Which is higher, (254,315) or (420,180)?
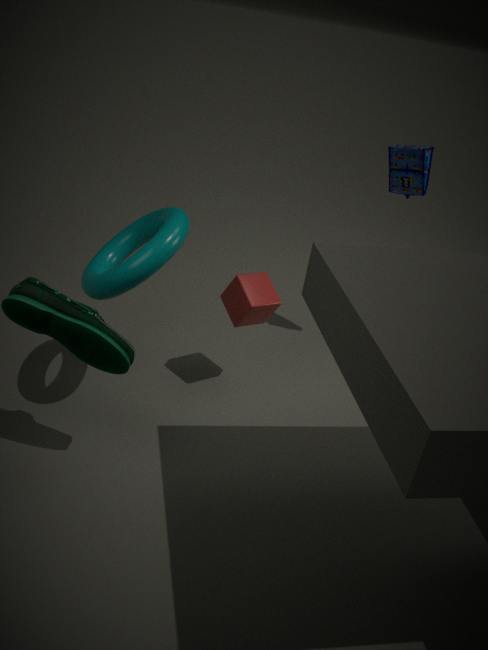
(420,180)
